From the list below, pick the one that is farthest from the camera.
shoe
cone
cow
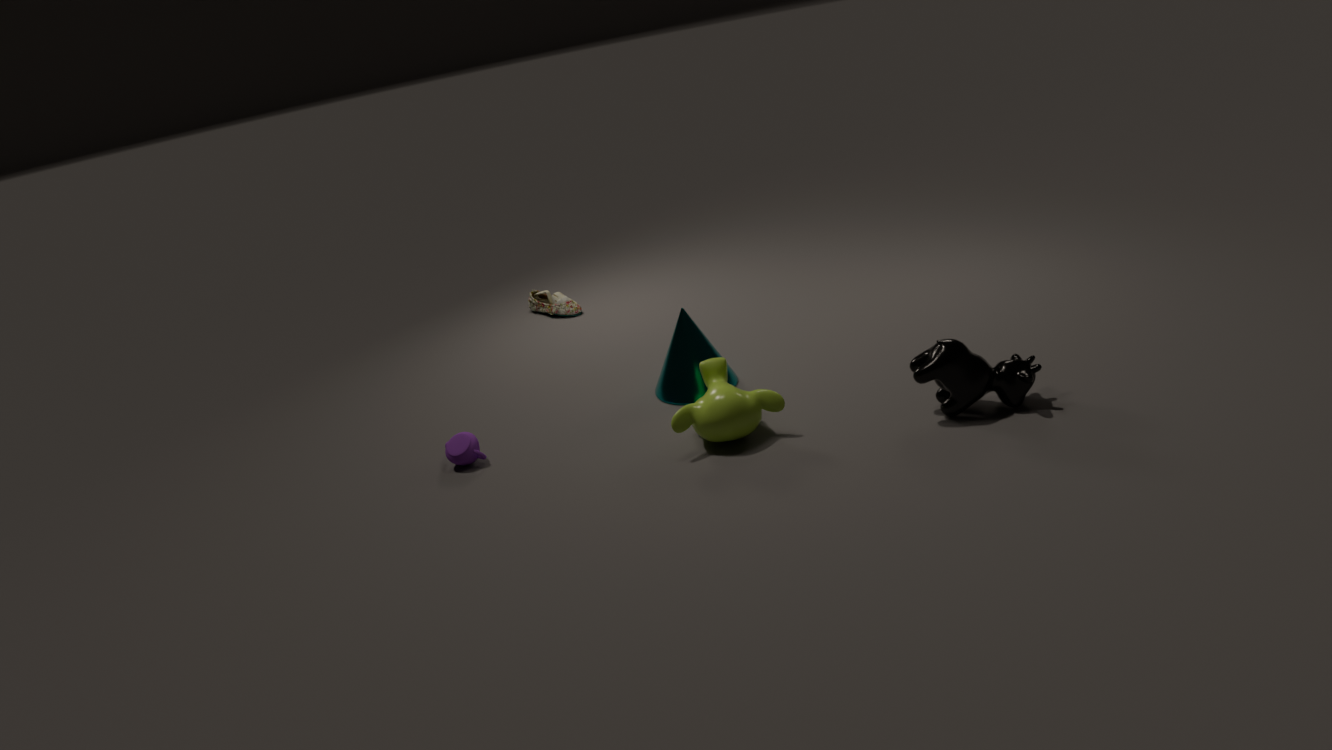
shoe
